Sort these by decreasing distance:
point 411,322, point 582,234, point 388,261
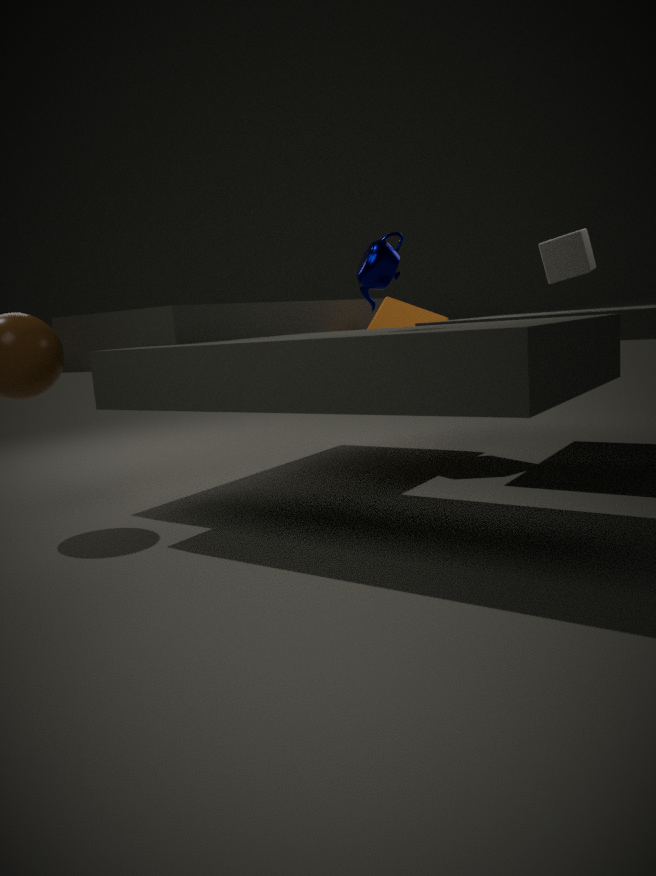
point 411,322 → point 582,234 → point 388,261
